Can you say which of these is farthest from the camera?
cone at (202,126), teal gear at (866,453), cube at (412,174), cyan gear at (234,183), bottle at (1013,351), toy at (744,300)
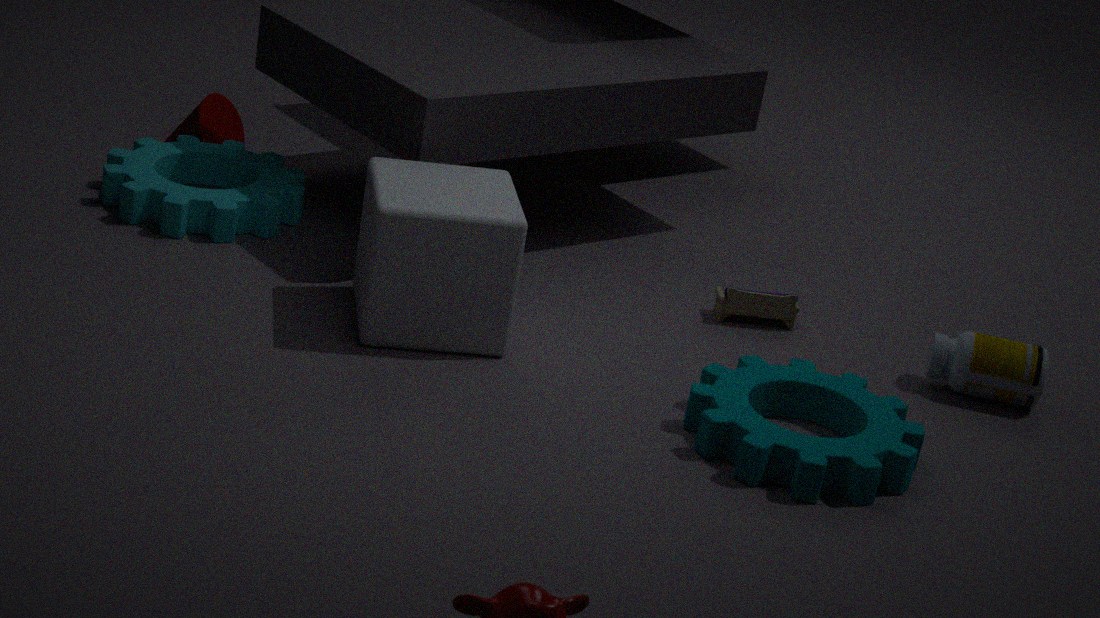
cone at (202,126)
